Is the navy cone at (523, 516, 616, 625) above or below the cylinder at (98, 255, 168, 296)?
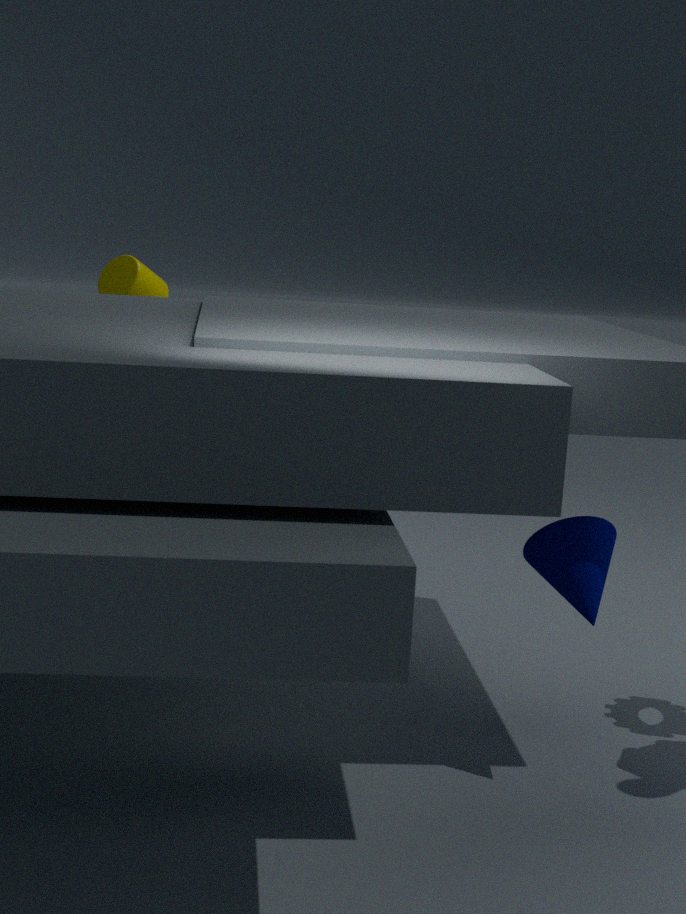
below
